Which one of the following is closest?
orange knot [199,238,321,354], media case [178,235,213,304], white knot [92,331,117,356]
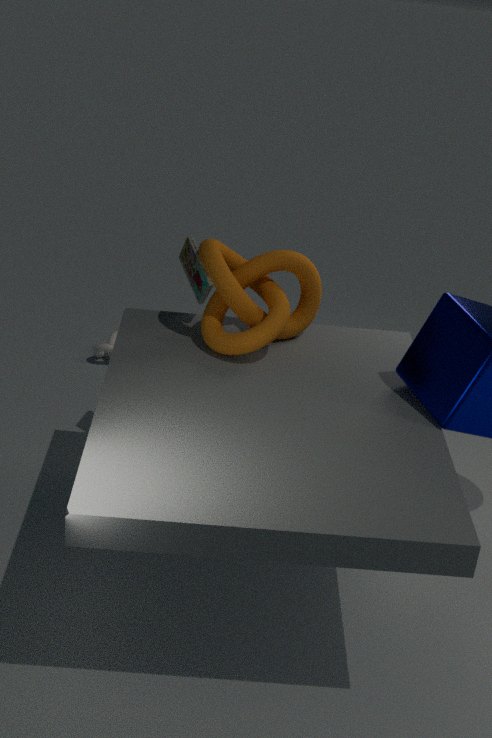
orange knot [199,238,321,354]
